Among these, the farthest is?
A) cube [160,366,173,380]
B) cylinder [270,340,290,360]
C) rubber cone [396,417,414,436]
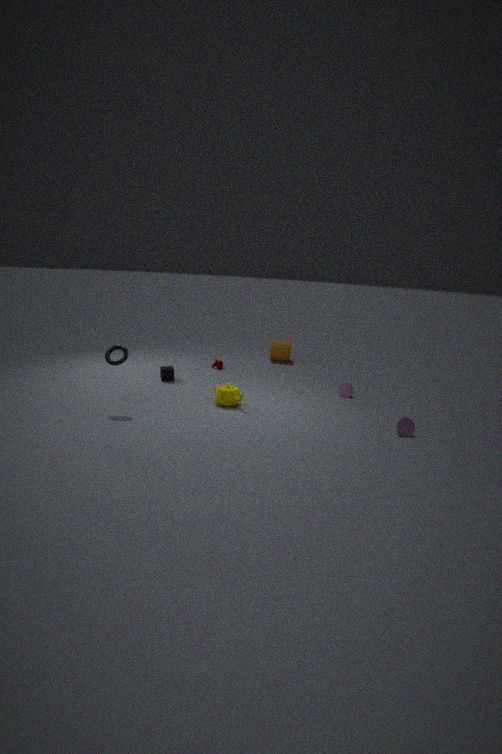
cylinder [270,340,290,360]
